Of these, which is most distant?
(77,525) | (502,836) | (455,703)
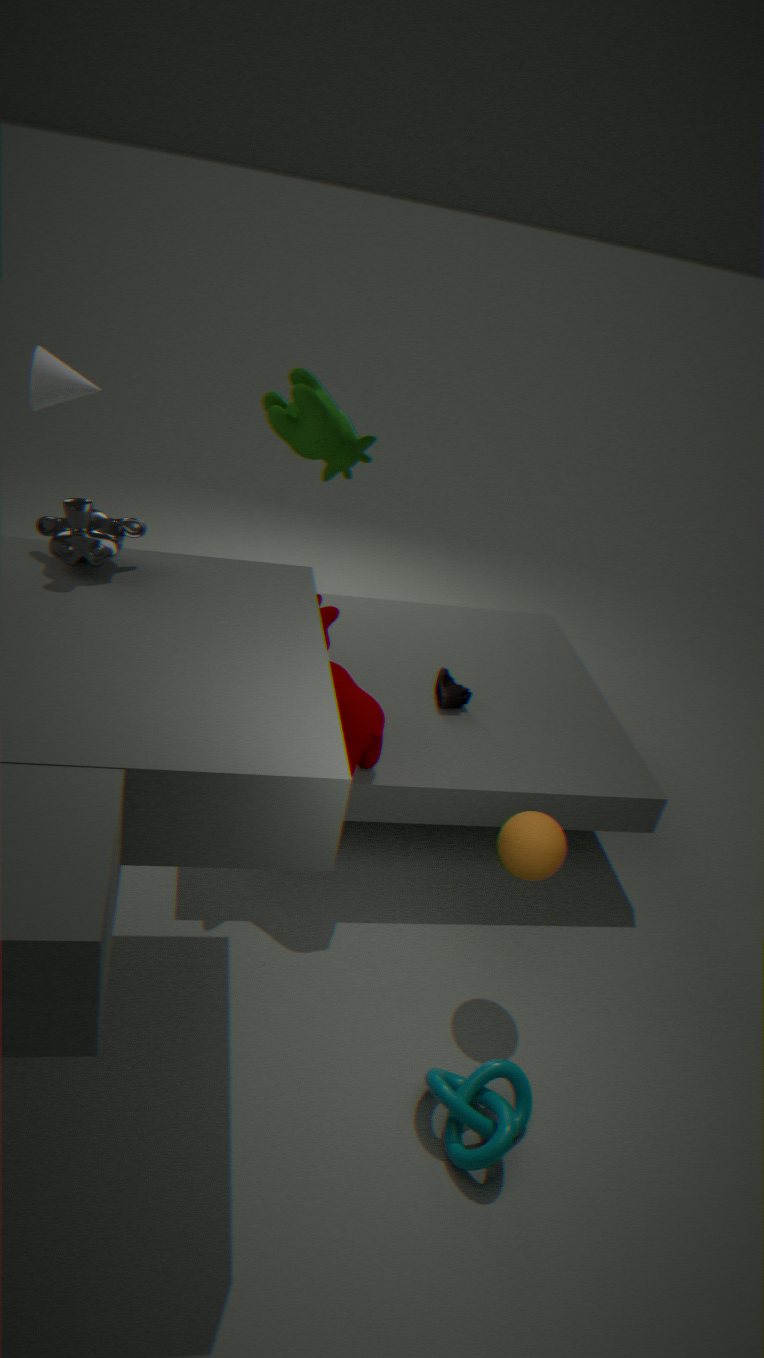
(455,703)
